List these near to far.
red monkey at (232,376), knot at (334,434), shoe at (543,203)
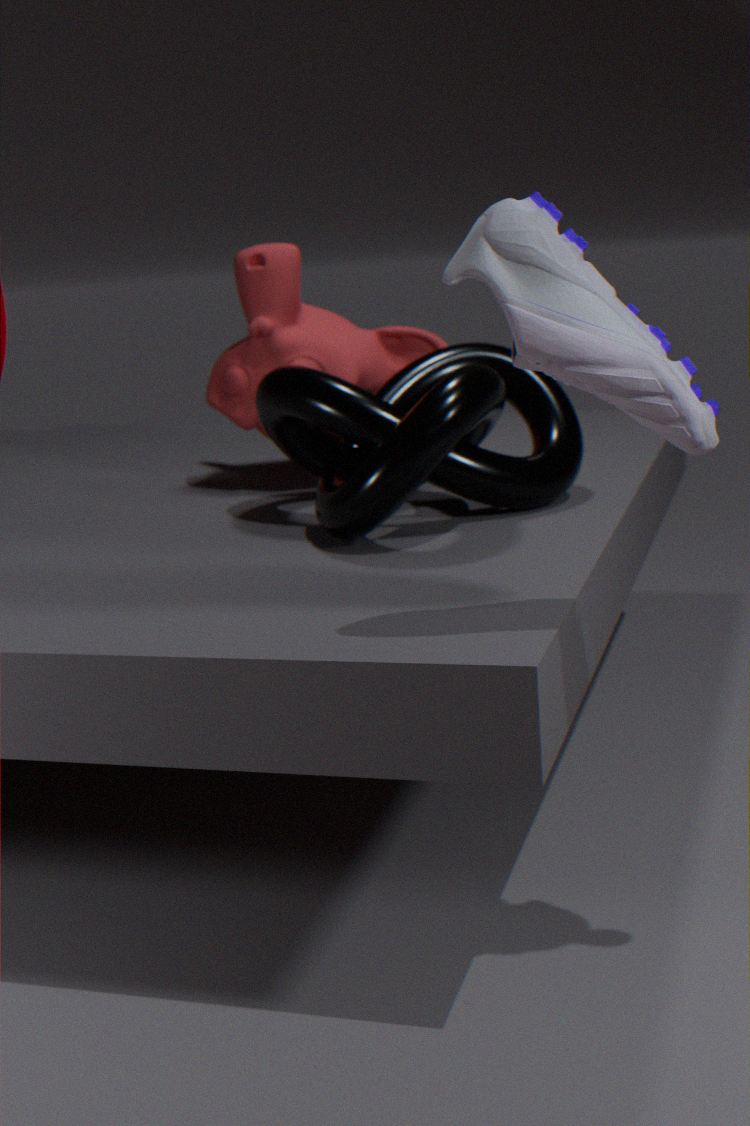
shoe at (543,203) → knot at (334,434) → red monkey at (232,376)
